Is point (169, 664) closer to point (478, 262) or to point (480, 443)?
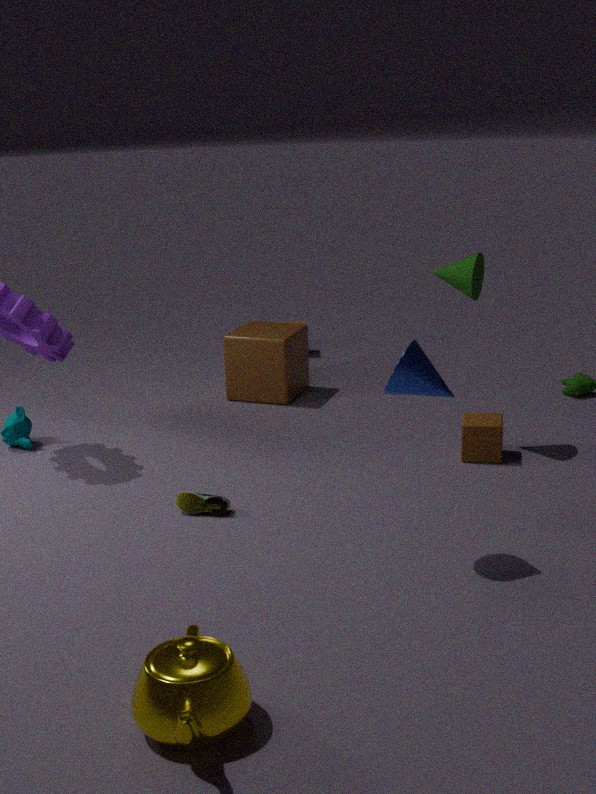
point (480, 443)
